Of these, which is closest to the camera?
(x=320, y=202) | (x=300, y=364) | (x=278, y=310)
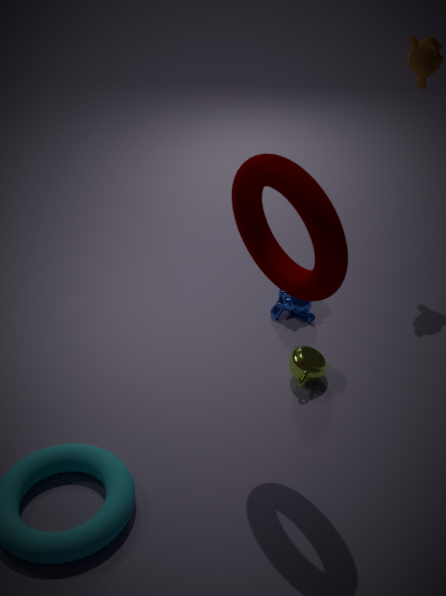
(x=320, y=202)
